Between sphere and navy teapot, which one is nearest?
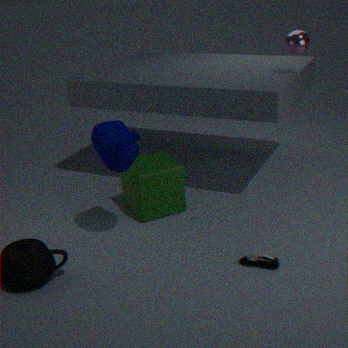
navy teapot
